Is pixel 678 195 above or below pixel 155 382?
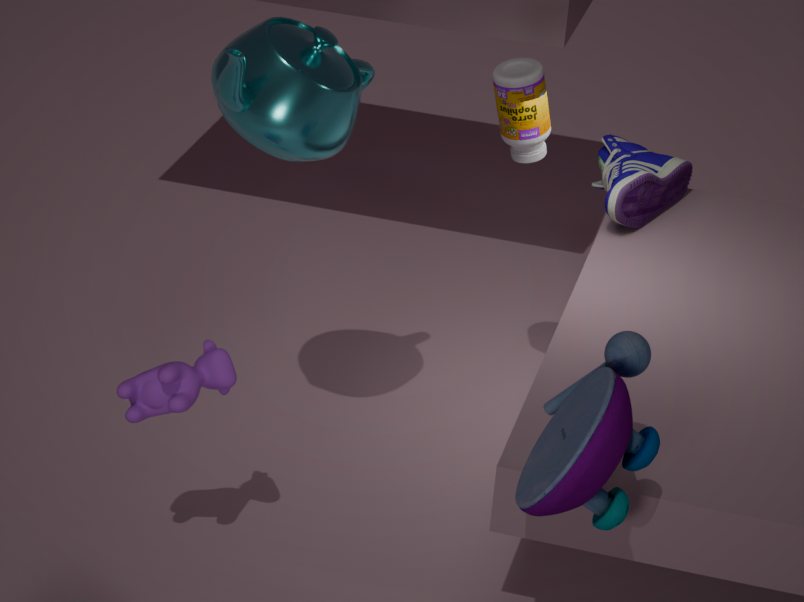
above
